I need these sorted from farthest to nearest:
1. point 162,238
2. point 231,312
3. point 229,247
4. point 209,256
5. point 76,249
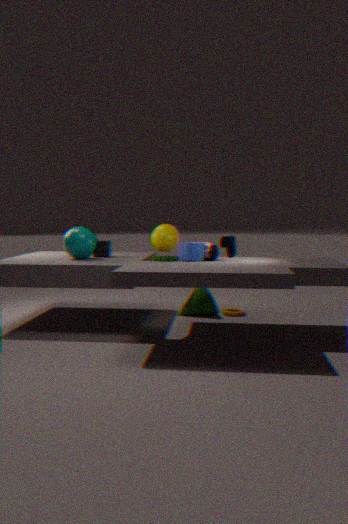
point 162,238 < point 231,312 < point 76,249 < point 229,247 < point 209,256
